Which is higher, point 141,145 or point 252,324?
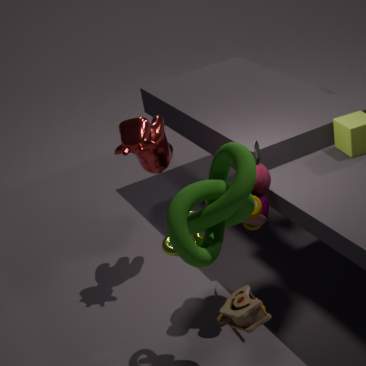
point 141,145
